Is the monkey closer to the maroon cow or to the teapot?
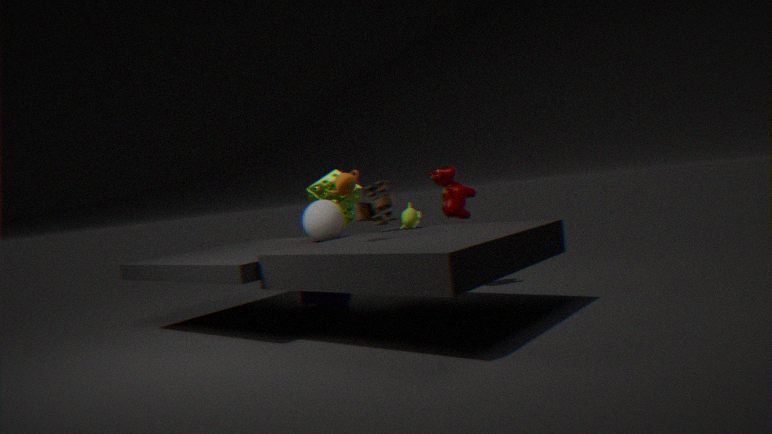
the maroon cow
